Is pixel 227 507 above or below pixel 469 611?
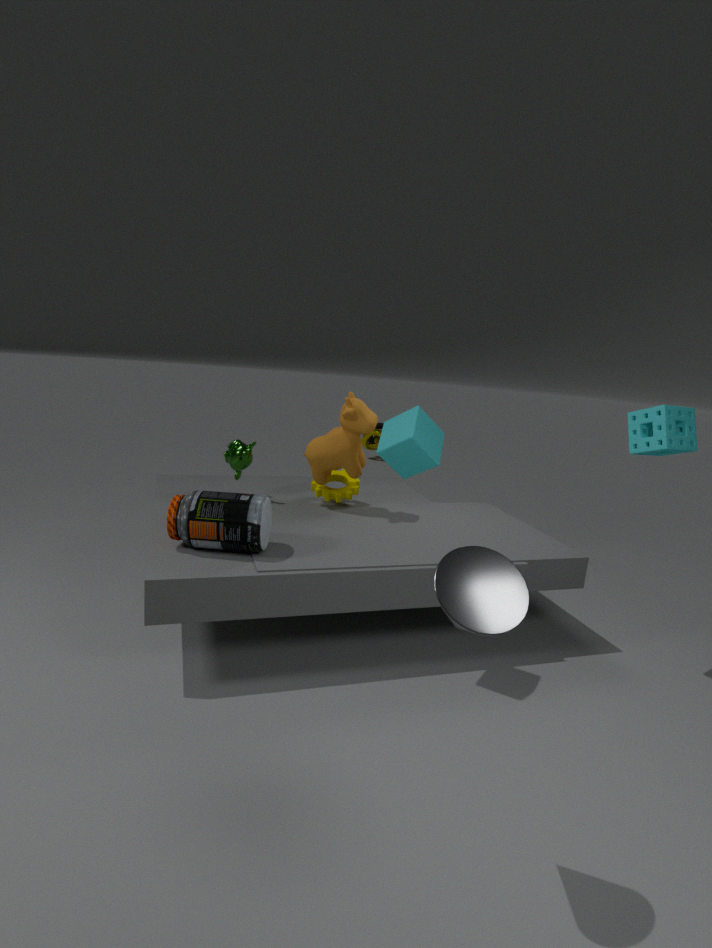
below
